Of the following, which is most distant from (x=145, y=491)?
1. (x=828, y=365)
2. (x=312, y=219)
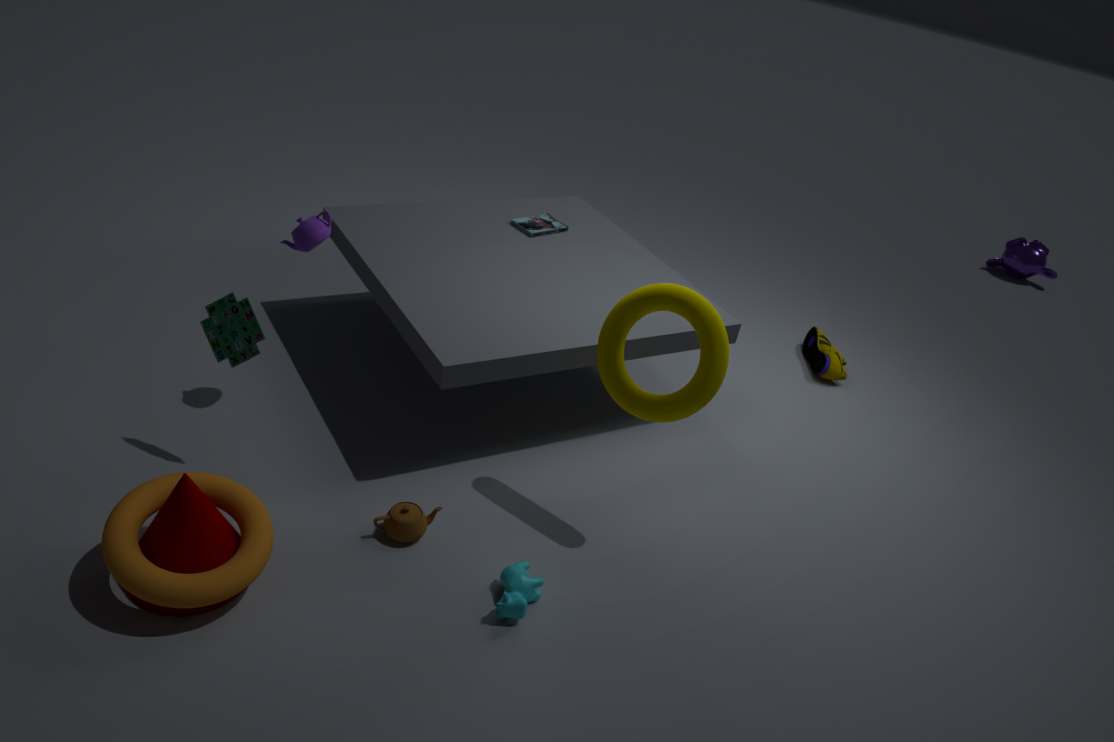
(x=828, y=365)
